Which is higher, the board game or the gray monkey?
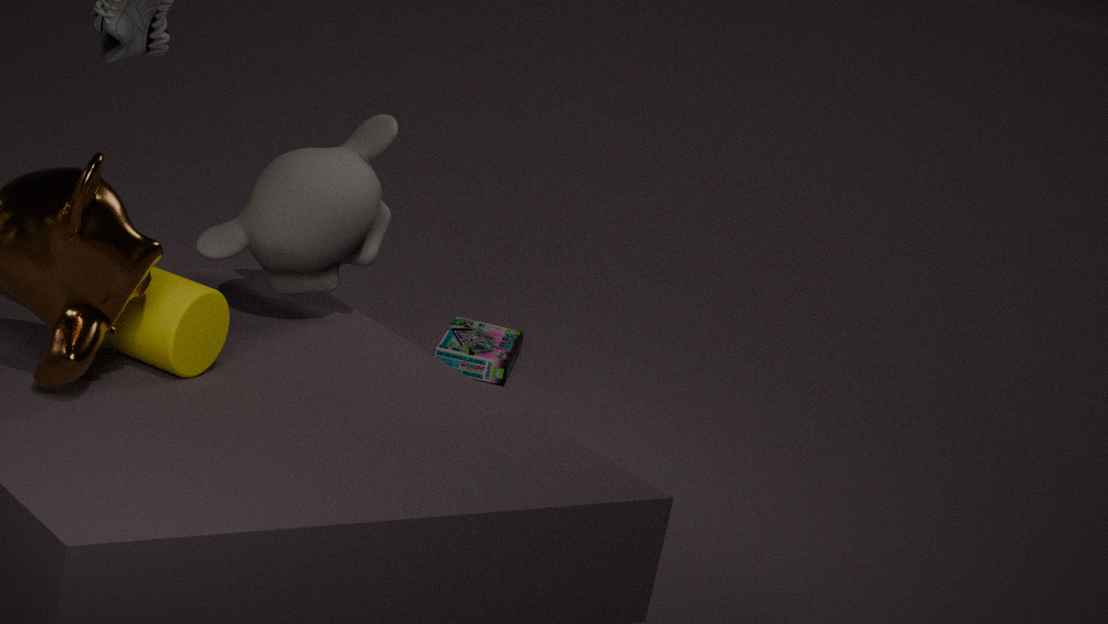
the gray monkey
